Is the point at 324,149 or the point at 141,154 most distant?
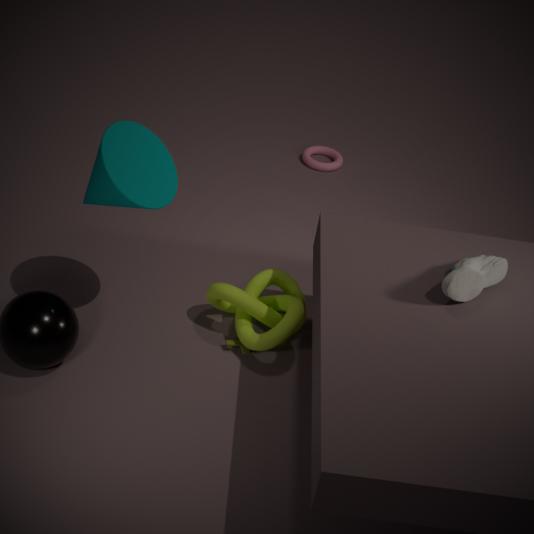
the point at 324,149
